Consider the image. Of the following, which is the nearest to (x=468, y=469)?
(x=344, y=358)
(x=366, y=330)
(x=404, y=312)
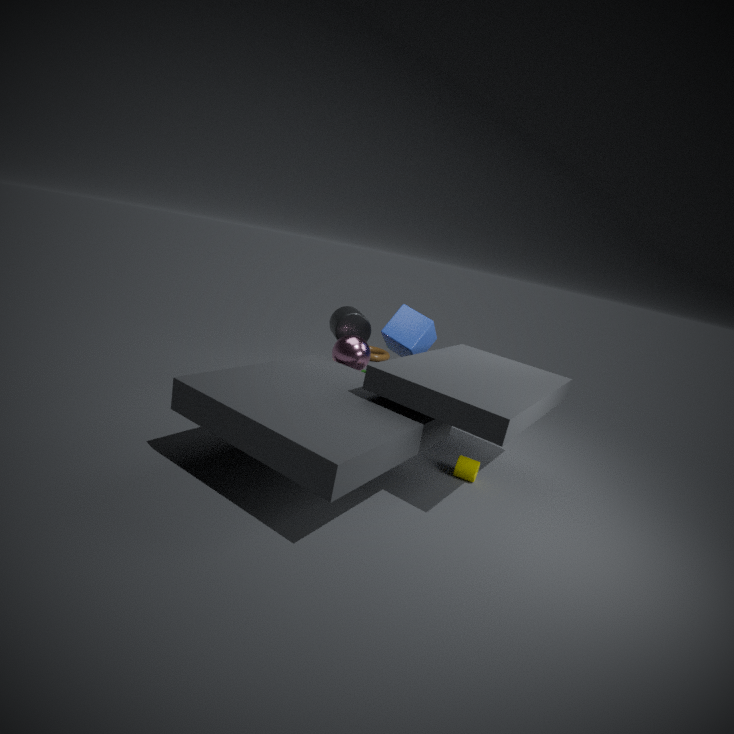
(x=404, y=312)
